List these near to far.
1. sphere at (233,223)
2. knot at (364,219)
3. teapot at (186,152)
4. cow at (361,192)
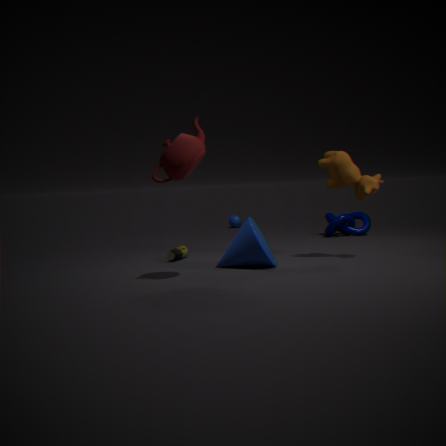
teapot at (186,152) < cow at (361,192) < knot at (364,219) < sphere at (233,223)
